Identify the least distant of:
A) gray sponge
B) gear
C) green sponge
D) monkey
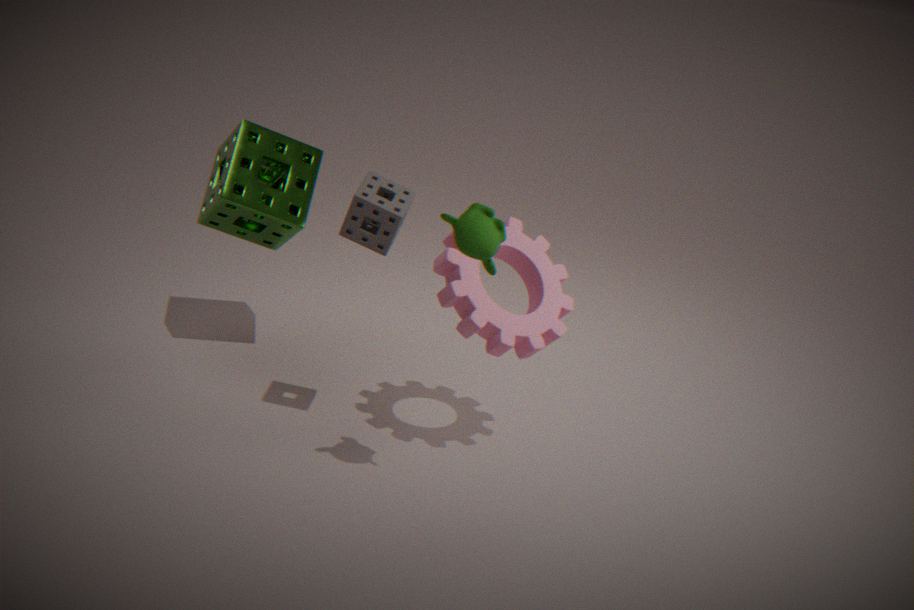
monkey
